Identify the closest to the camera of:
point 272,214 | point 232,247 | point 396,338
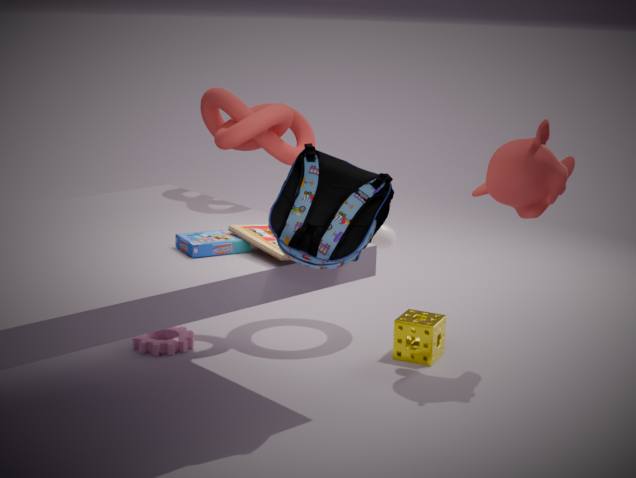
point 272,214
